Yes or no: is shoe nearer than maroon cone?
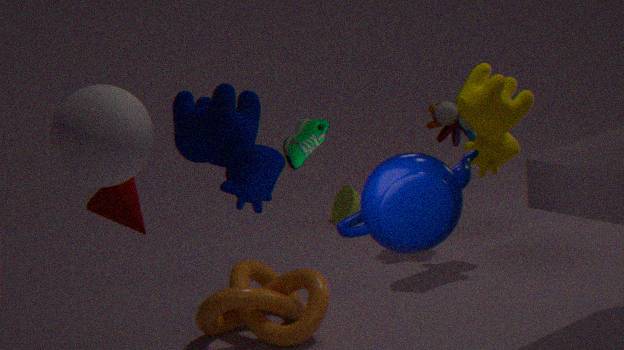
Yes
